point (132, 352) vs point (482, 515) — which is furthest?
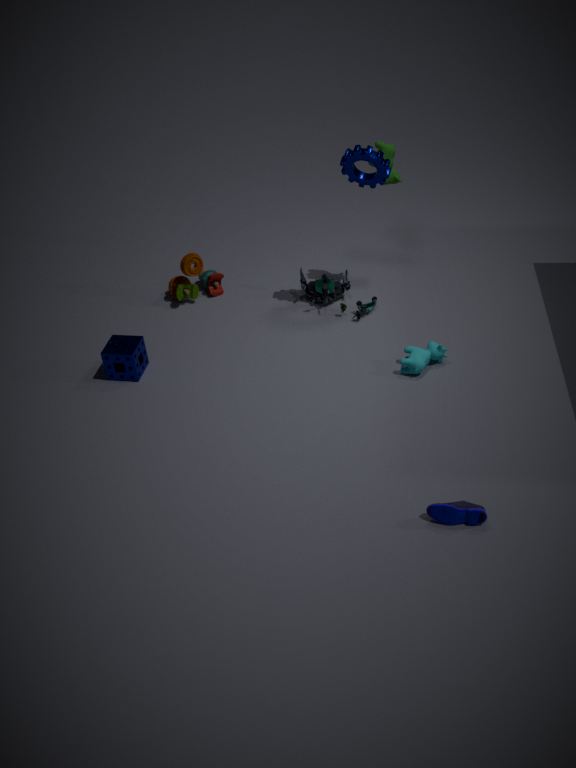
point (132, 352)
